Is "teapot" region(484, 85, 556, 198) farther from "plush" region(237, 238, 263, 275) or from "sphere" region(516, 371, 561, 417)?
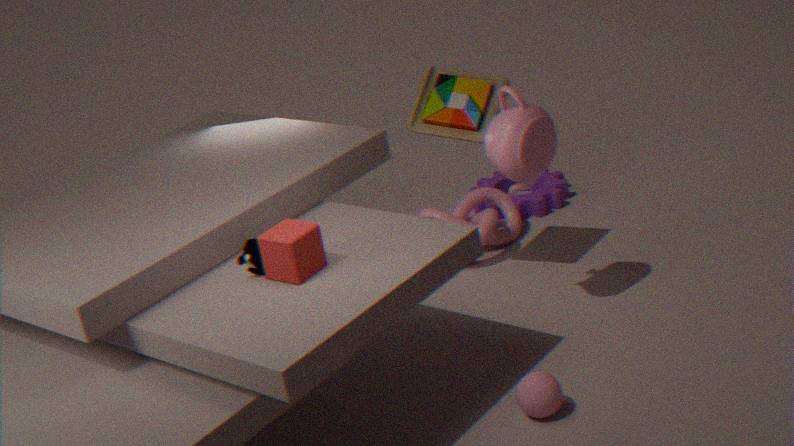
"plush" region(237, 238, 263, 275)
